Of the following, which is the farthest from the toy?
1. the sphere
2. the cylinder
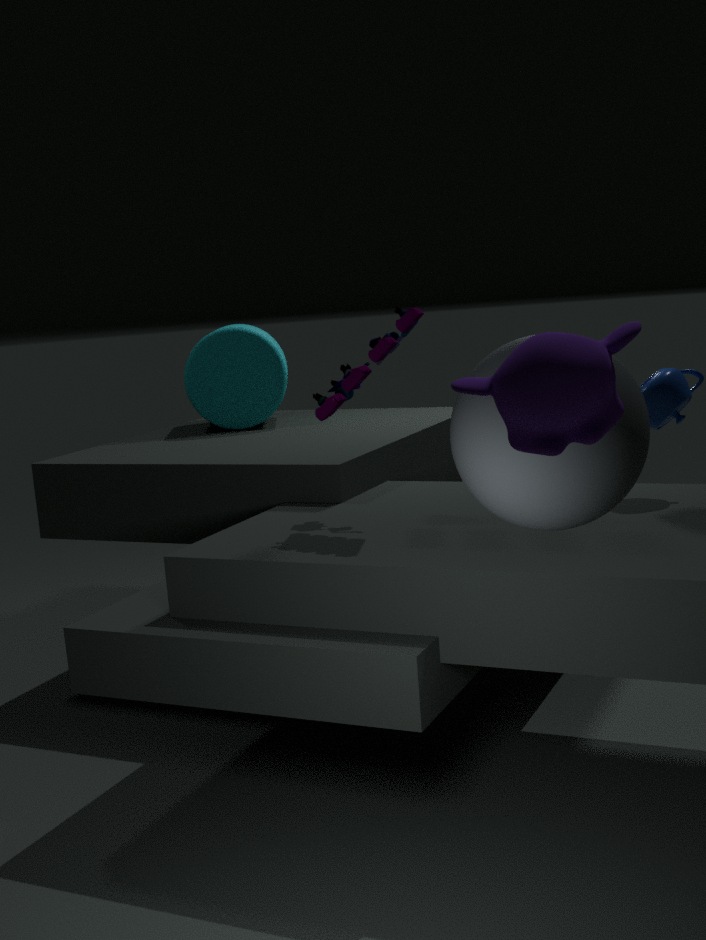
the cylinder
